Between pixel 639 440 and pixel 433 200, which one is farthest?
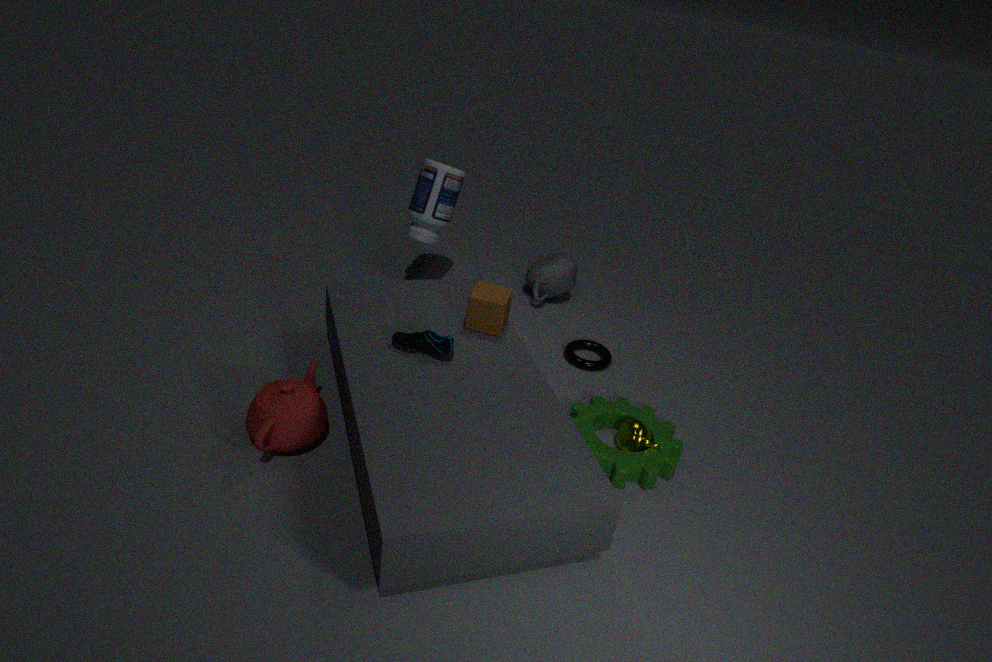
pixel 433 200
